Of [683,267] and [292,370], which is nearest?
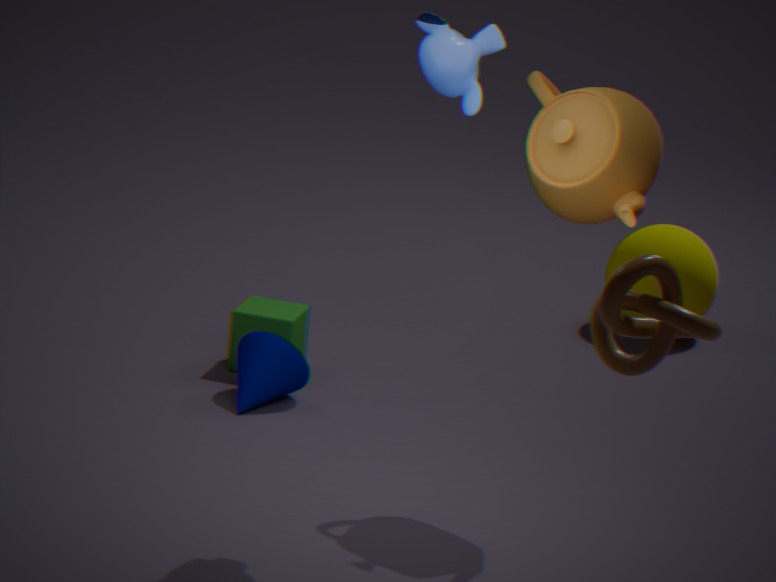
[292,370]
